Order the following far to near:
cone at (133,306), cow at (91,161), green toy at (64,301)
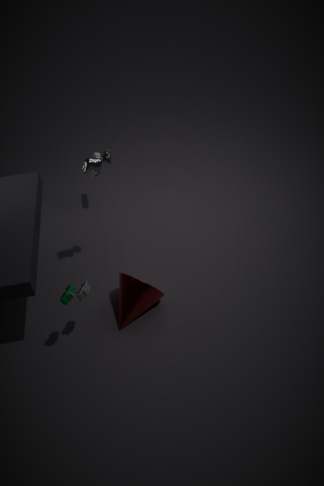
cone at (133,306)
cow at (91,161)
green toy at (64,301)
